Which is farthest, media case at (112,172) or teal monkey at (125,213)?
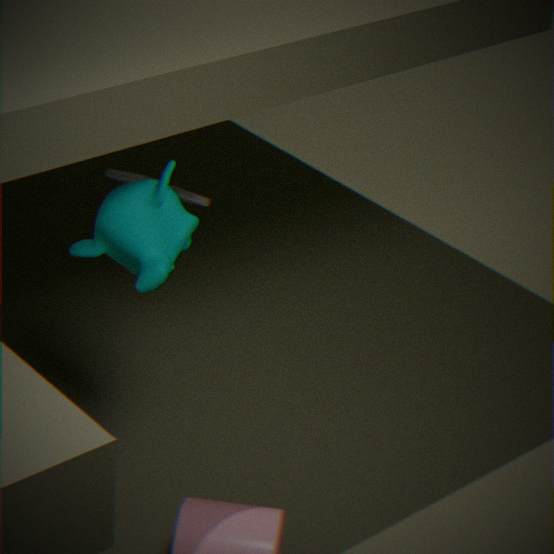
media case at (112,172)
